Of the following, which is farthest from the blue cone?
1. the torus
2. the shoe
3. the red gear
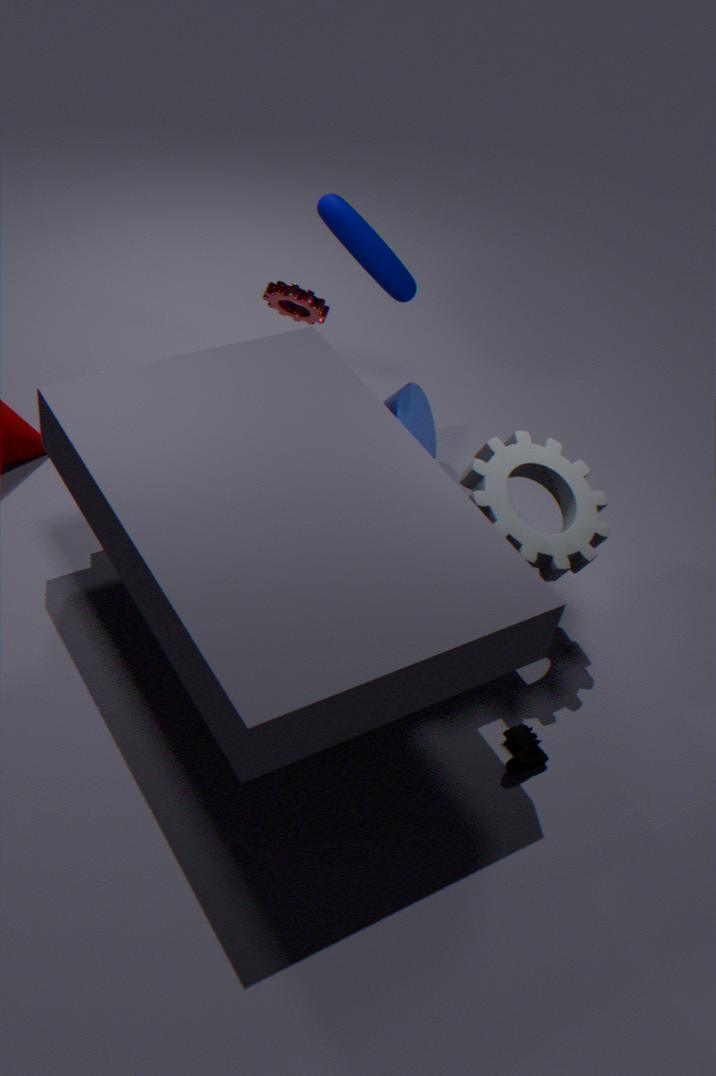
the shoe
